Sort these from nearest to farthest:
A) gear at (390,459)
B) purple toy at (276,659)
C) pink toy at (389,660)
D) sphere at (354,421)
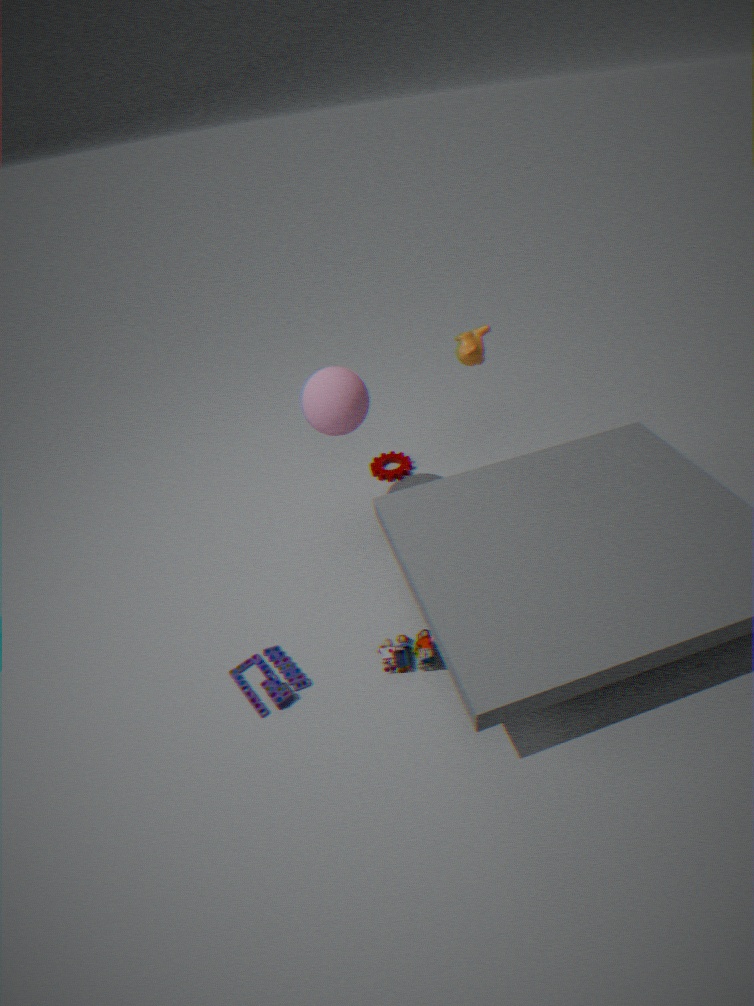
purple toy at (276,659)
pink toy at (389,660)
sphere at (354,421)
gear at (390,459)
